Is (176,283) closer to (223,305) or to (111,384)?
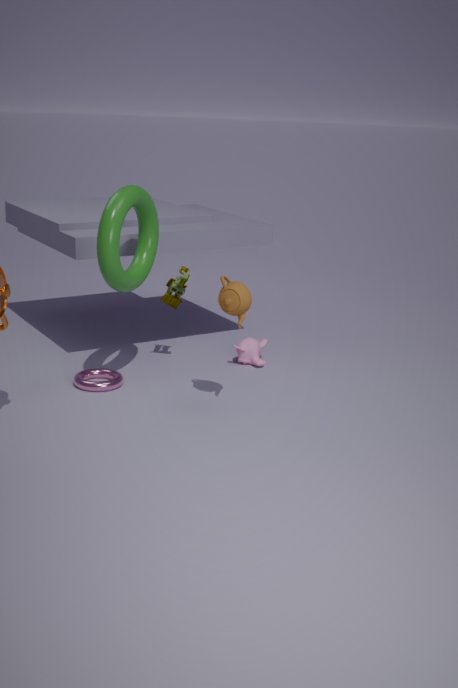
(111,384)
